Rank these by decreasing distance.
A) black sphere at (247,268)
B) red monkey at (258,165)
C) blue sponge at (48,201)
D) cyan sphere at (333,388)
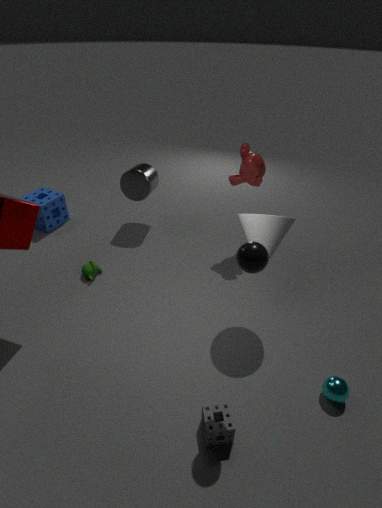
1. blue sponge at (48,201)
2. red monkey at (258,165)
3. cyan sphere at (333,388)
4. black sphere at (247,268)
